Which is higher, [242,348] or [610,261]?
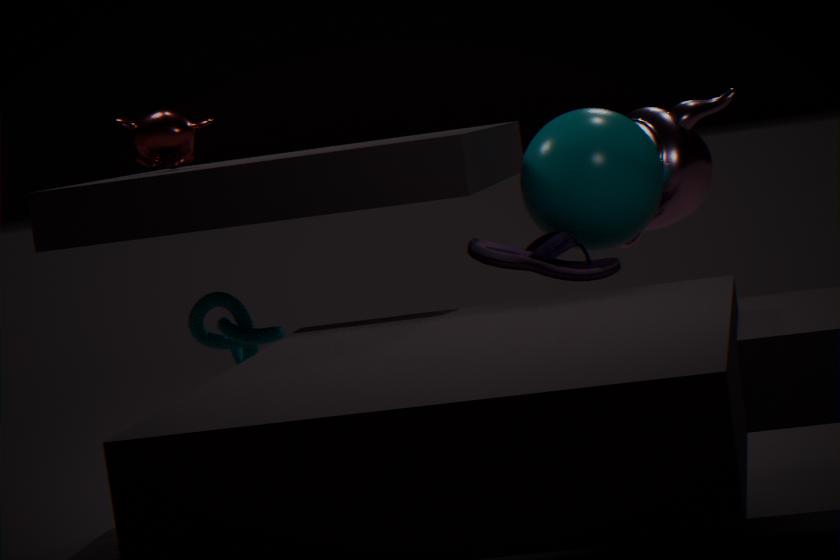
[610,261]
